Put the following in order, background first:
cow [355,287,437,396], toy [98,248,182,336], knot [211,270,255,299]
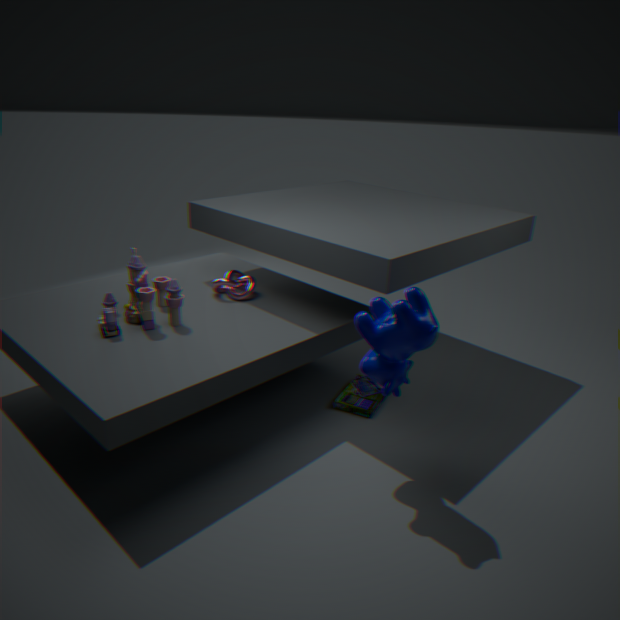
knot [211,270,255,299], toy [98,248,182,336], cow [355,287,437,396]
